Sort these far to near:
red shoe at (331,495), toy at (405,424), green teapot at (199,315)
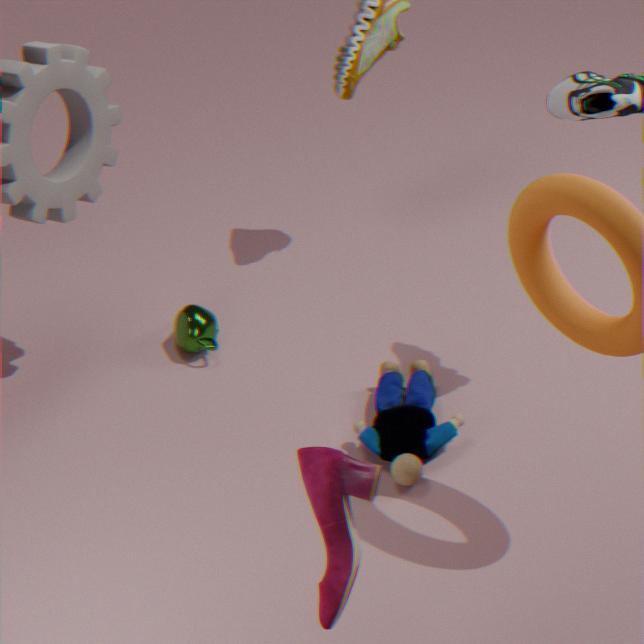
green teapot at (199,315), toy at (405,424), red shoe at (331,495)
